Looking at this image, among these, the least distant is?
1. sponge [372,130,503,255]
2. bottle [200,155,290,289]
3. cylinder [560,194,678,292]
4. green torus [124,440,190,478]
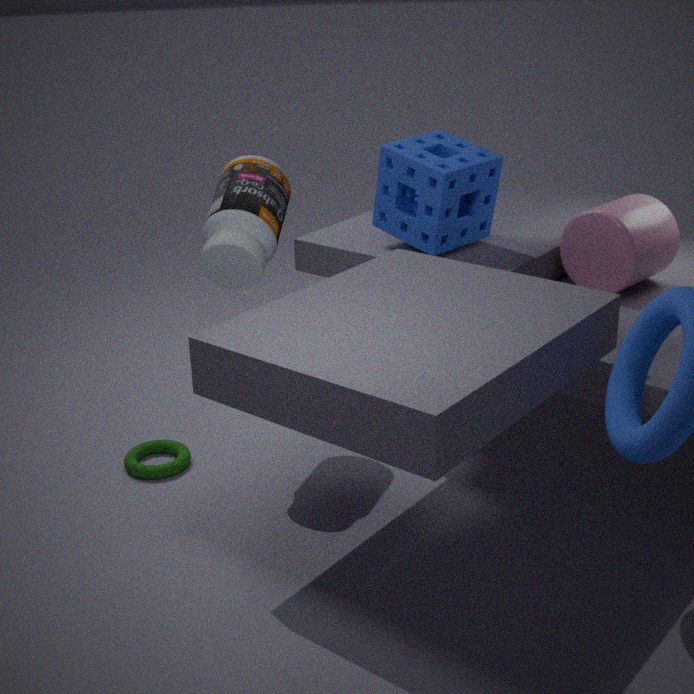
bottle [200,155,290,289]
